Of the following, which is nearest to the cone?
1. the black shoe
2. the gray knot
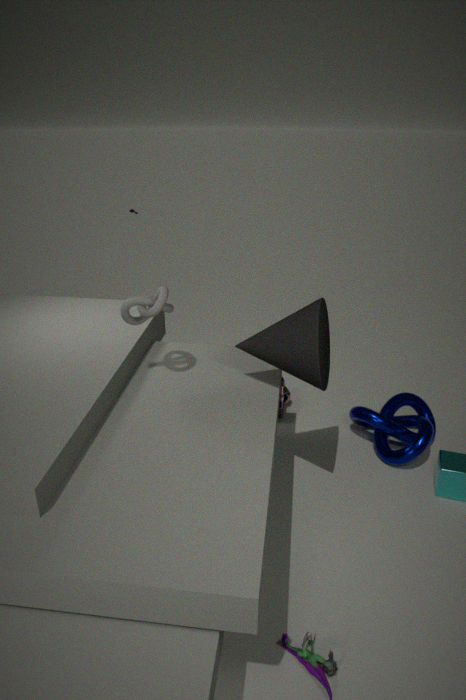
the gray knot
